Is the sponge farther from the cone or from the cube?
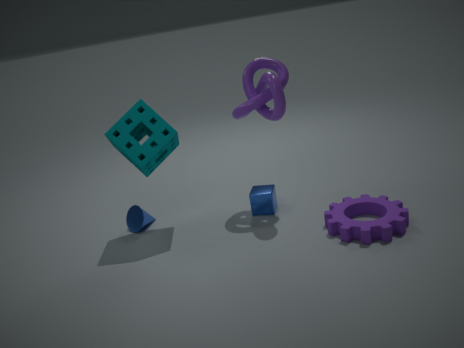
the cube
